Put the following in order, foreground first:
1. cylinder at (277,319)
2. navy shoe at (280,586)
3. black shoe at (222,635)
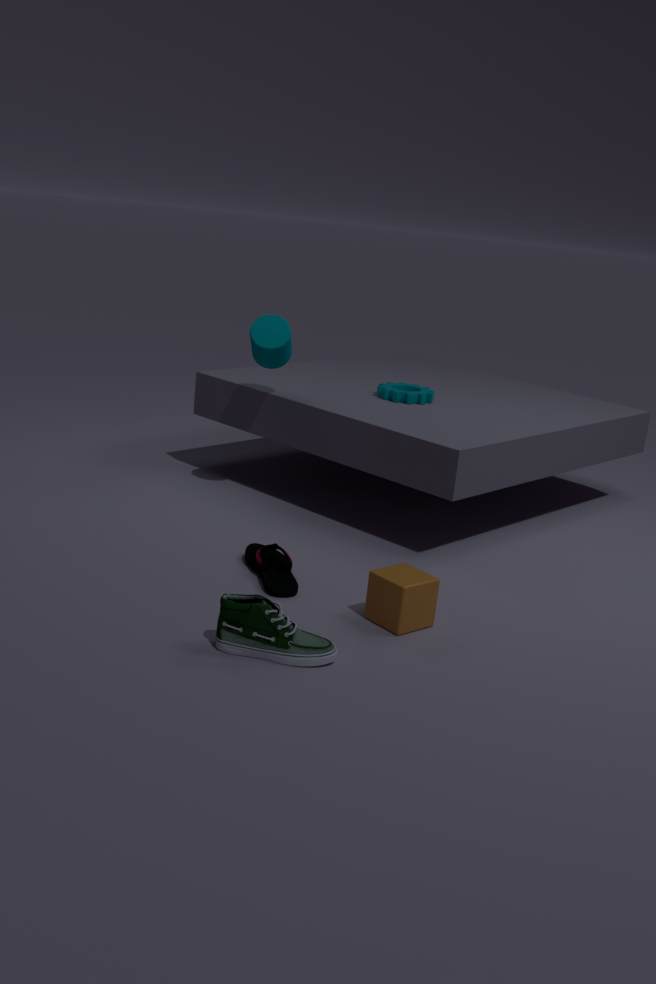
black shoe at (222,635), navy shoe at (280,586), cylinder at (277,319)
